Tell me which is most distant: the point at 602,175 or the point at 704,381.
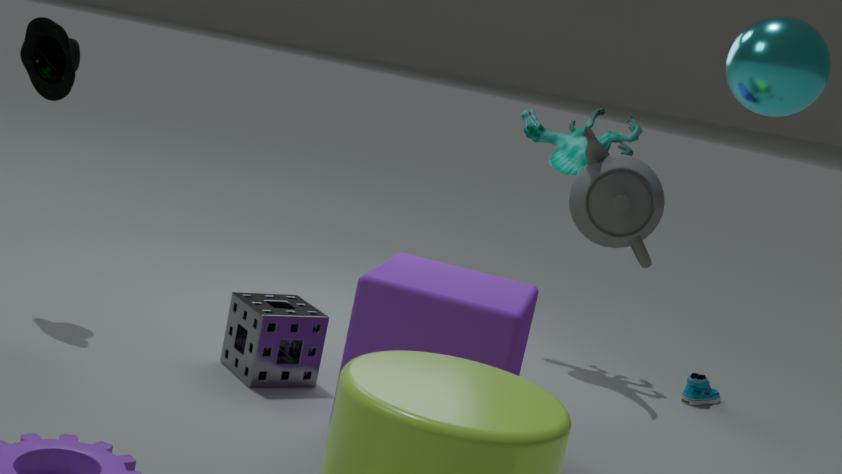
the point at 704,381
